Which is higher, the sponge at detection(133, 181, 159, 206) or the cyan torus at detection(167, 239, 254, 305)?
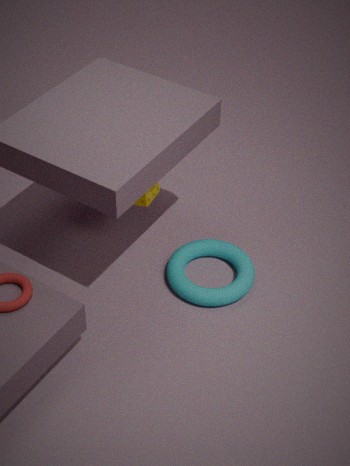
the sponge at detection(133, 181, 159, 206)
